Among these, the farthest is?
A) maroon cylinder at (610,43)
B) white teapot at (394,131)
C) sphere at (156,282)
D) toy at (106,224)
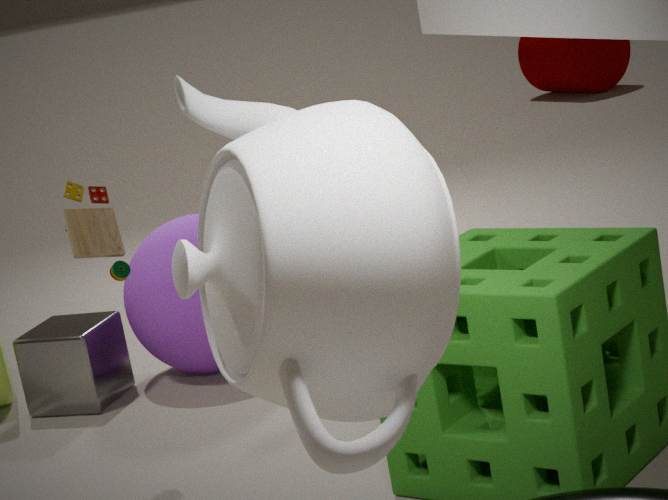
maroon cylinder at (610,43)
